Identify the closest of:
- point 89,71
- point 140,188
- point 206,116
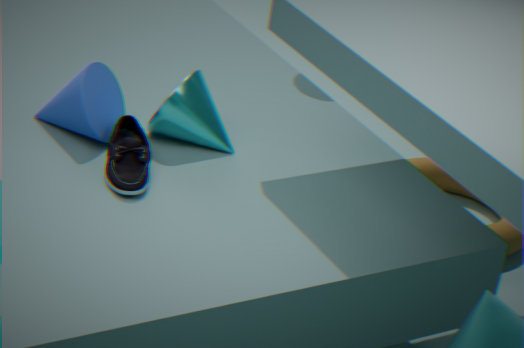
point 140,188
